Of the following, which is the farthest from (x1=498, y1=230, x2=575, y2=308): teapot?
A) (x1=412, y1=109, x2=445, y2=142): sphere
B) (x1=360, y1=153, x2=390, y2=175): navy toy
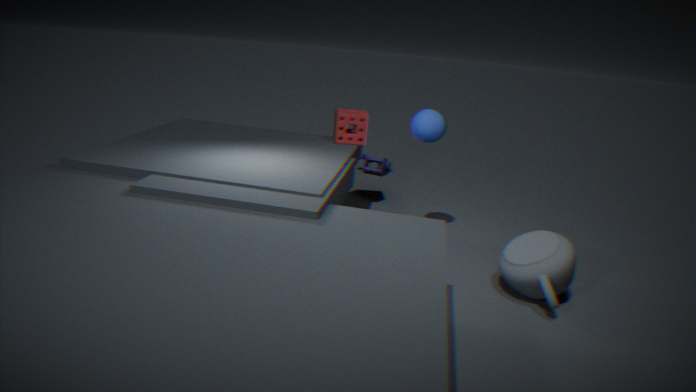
(x1=360, y1=153, x2=390, y2=175): navy toy
